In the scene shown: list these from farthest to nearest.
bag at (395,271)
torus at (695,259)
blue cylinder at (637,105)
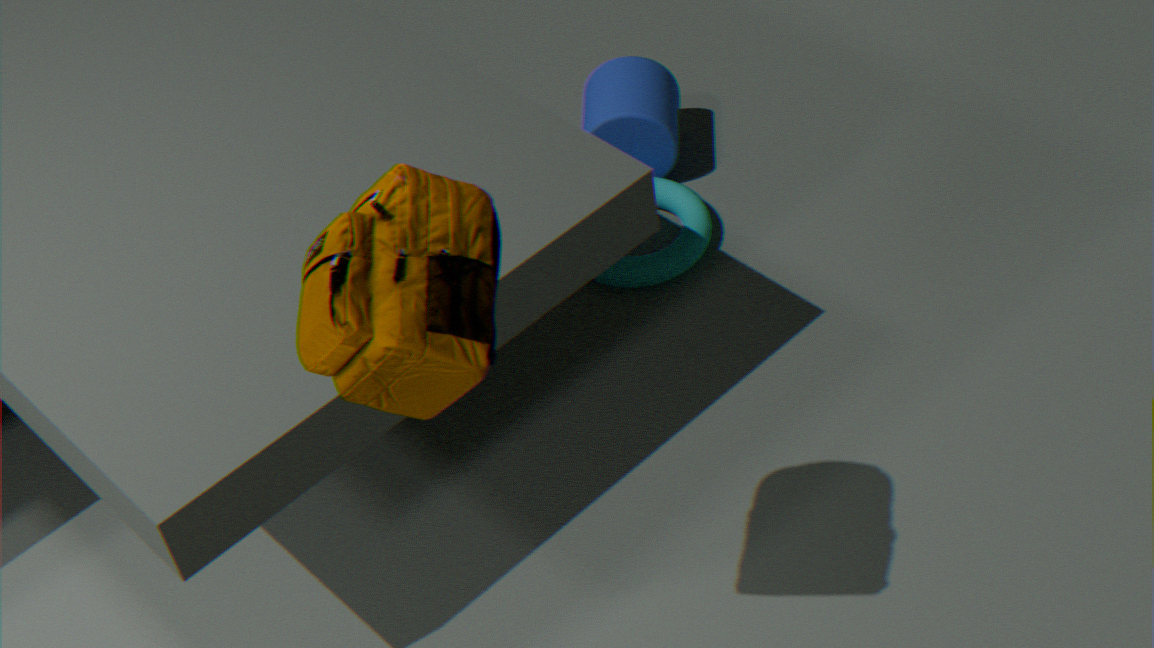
1. blue cylinder at (637,105)
2. torus at (695,259)
3. bag at (395,271)
